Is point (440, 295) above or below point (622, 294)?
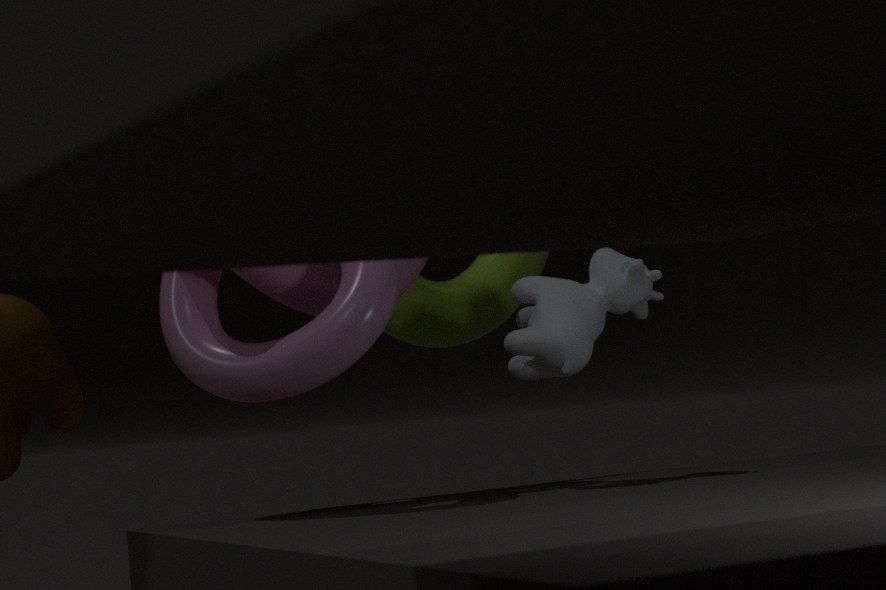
above
